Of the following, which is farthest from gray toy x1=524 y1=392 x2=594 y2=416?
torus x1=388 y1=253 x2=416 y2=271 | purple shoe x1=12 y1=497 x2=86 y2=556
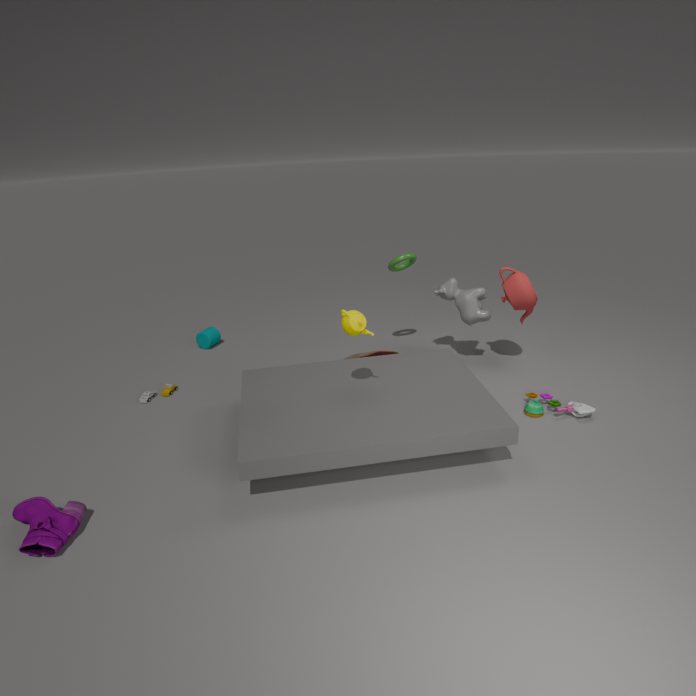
purple shoe x1=12 y1=497 x2=86 y2=556
